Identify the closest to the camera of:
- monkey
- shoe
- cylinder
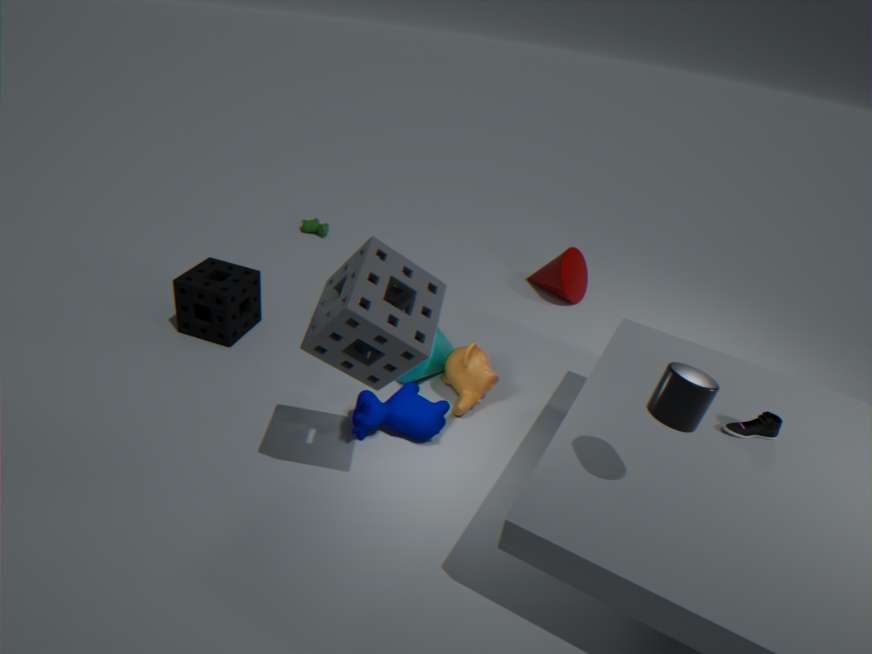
cylinder
